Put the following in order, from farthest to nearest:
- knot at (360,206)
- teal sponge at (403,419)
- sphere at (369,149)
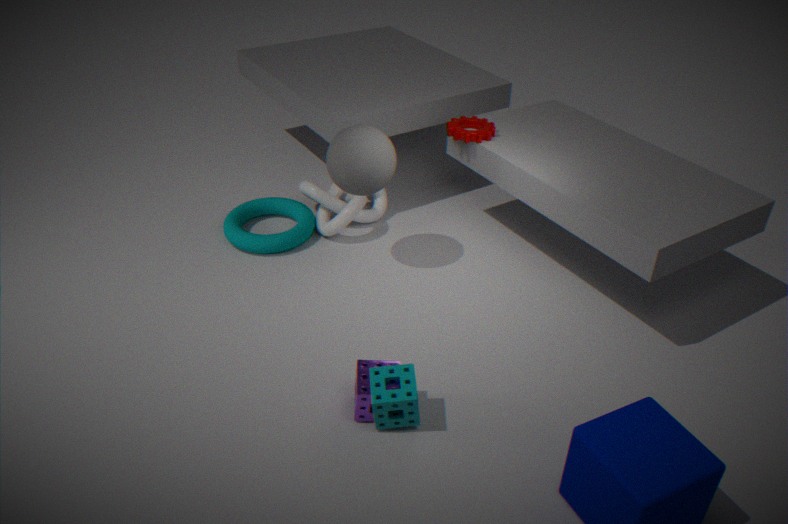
knot at (360,206)
sphere at (369,149)
teal sponge at (403,419)
